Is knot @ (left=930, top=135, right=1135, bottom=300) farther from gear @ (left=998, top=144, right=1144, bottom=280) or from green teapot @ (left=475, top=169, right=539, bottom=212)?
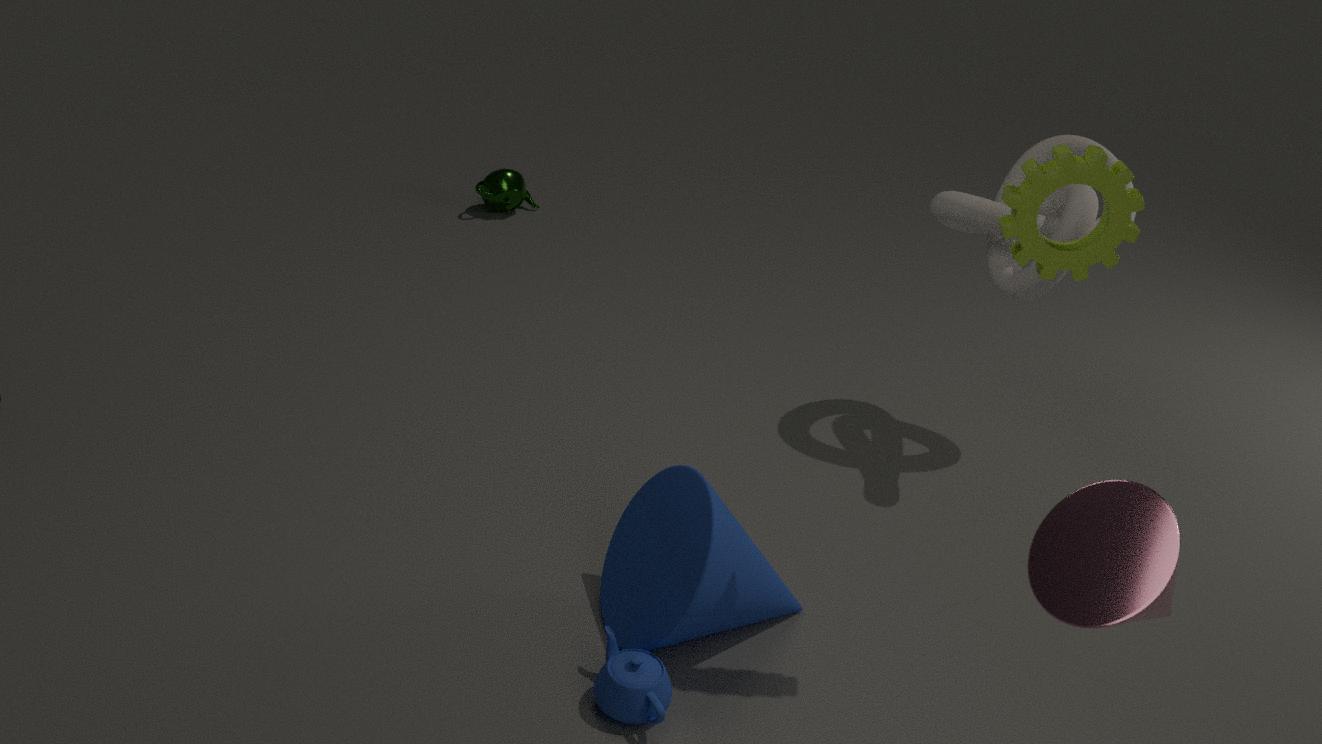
green teapot @ (left=475, top=169, right=539, bottom=212)
